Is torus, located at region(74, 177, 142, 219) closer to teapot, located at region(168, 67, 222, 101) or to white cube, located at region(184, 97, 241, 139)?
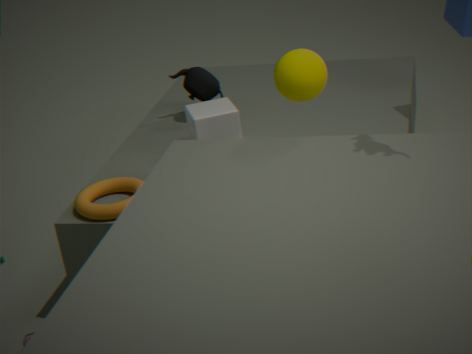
white cube, located at region(184, 97, 241, 139)
